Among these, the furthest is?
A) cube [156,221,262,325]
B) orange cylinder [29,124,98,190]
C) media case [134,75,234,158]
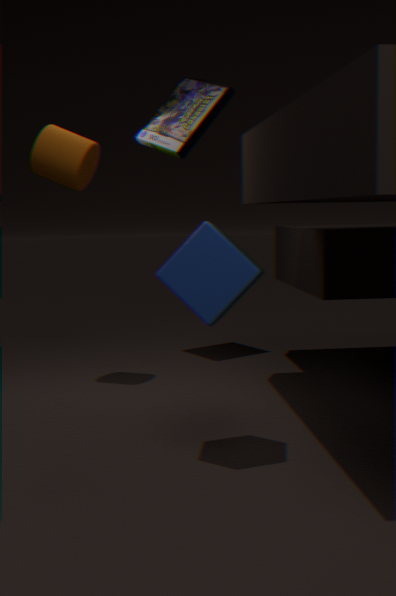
media case [134,75,234,158]
